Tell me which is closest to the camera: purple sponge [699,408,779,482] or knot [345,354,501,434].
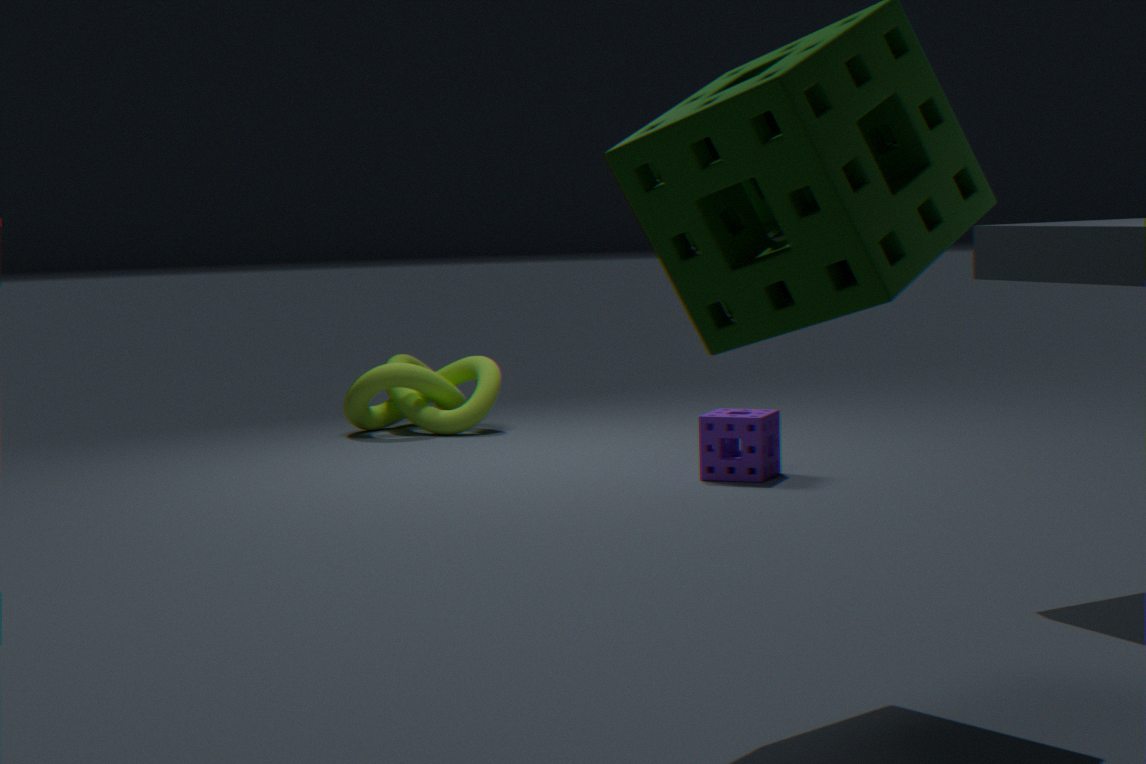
purple sponge [699,408,779,482]
